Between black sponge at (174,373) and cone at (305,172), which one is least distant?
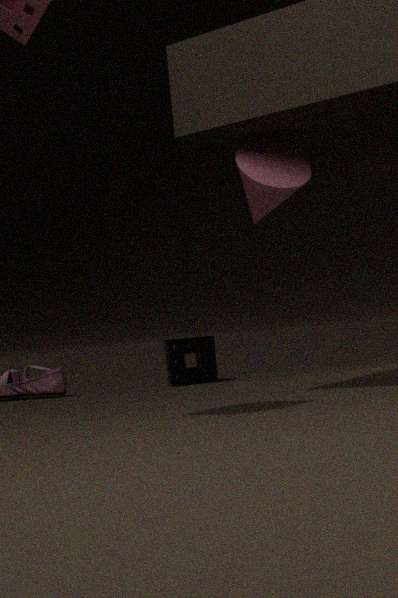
cone at (305,172)
